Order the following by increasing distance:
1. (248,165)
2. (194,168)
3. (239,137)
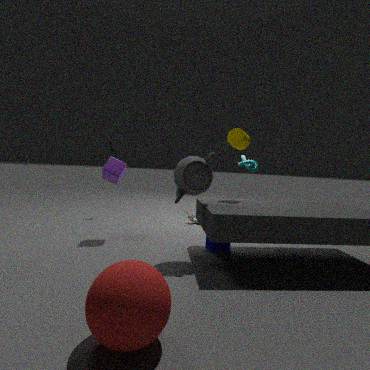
(194,168), (239,137), (248,165)
